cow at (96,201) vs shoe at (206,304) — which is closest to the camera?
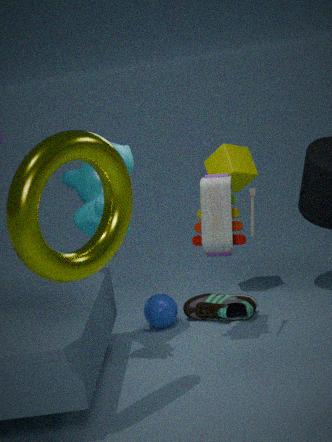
cow at (96,201)
